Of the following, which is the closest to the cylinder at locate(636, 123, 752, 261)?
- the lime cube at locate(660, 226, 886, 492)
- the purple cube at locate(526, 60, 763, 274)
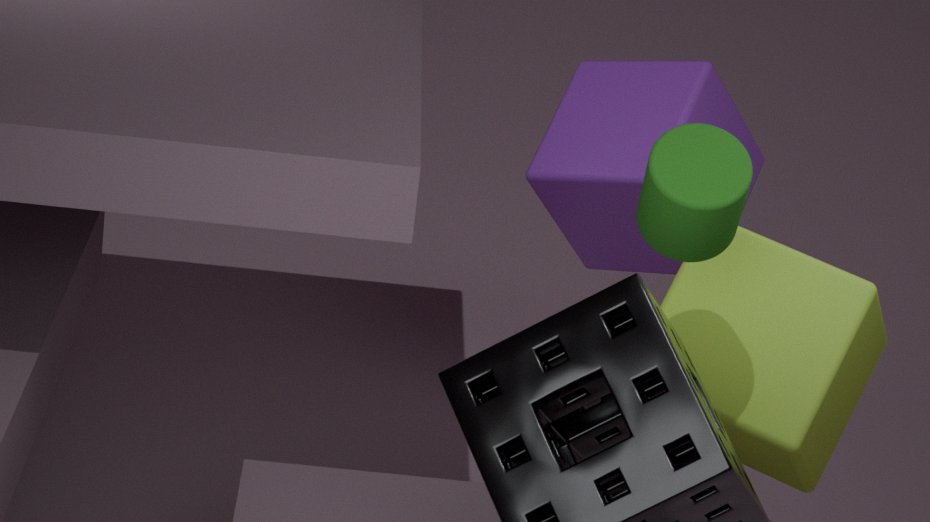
the lime cube at locate(660, 226, 886, 492)
